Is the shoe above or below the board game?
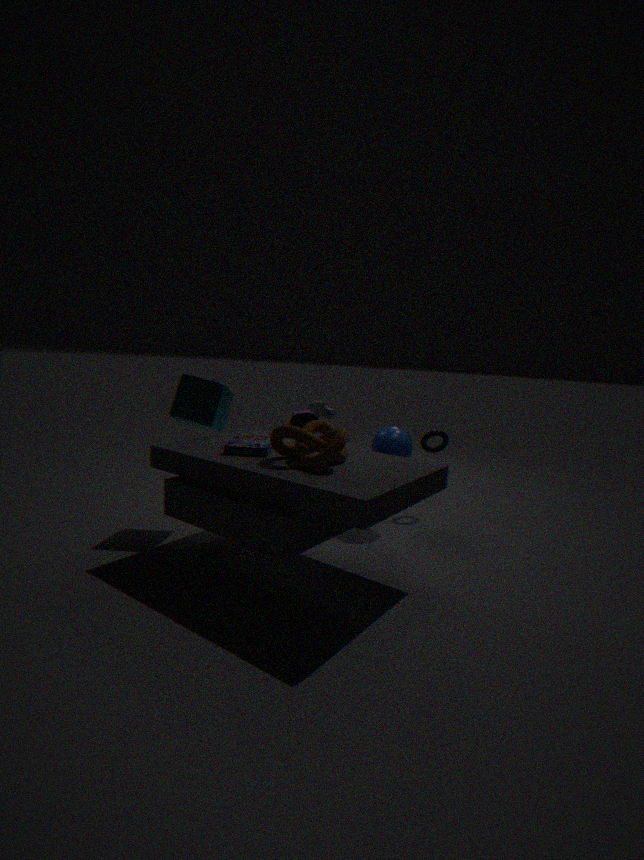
above
